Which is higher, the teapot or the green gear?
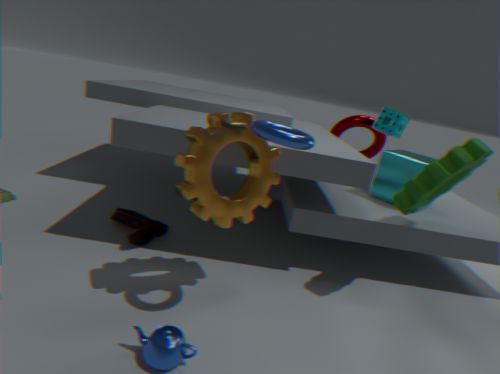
the green gear
